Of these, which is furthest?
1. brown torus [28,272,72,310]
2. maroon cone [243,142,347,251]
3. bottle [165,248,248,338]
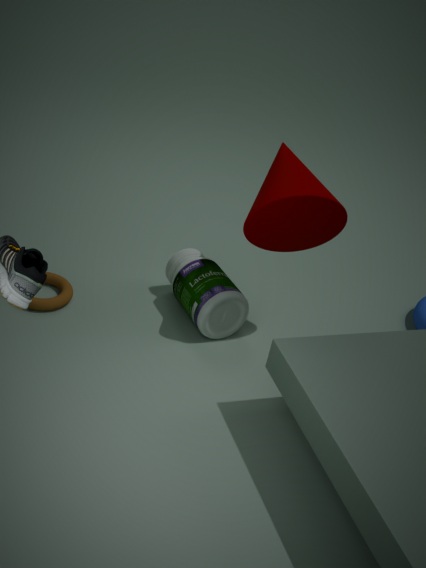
brown torus [28,272,72,310]
